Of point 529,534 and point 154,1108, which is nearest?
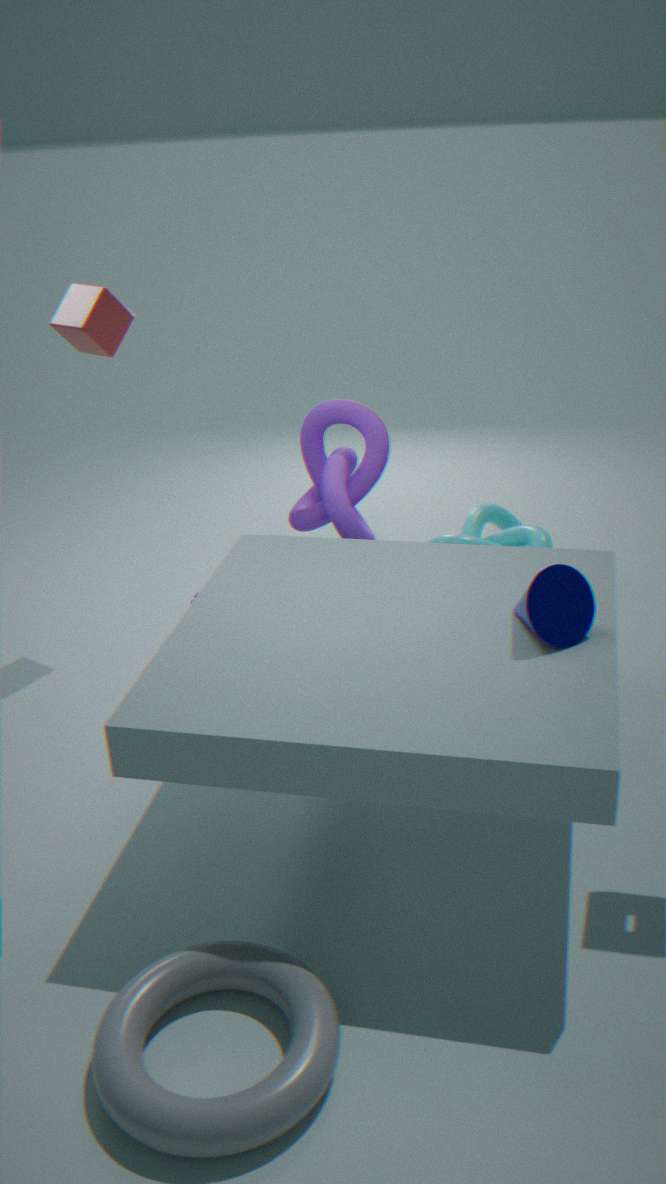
point 154,1108
